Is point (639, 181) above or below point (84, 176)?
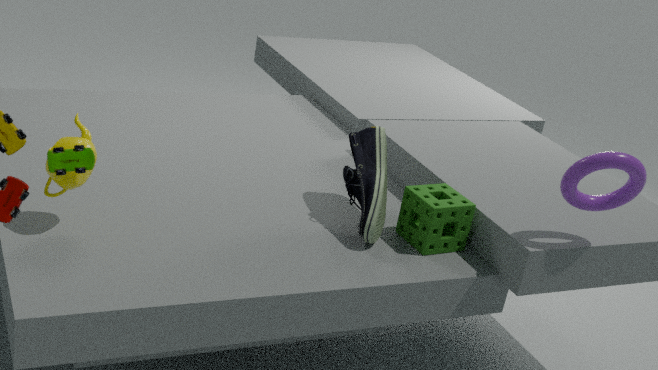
above
